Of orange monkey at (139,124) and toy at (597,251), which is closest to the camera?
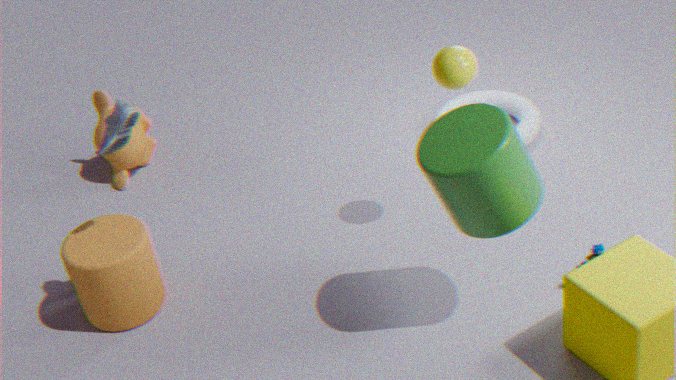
toy at (597,251)
